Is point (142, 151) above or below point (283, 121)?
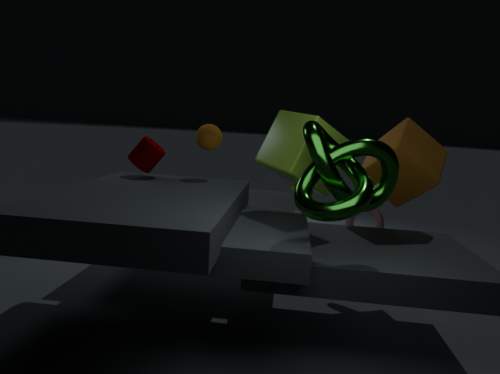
below
